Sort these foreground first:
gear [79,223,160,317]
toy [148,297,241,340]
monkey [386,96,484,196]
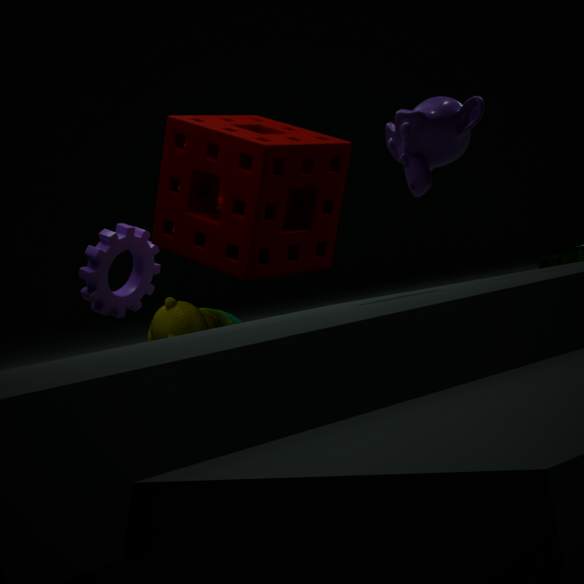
1. monkey [386,96,484,196]
2. toy [148,297,241,340]
3. gear [79,223,160,317]
